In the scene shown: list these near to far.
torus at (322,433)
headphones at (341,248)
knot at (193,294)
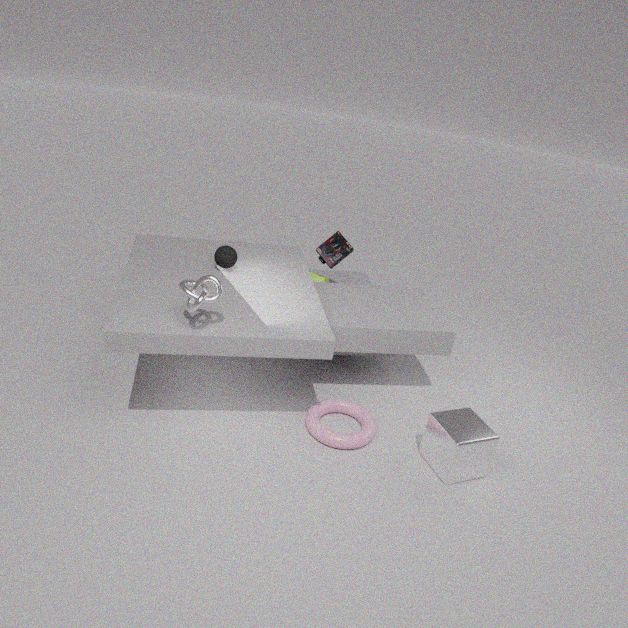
knot at (193,294)
torus at (322,433)
headphones at (341,248)
